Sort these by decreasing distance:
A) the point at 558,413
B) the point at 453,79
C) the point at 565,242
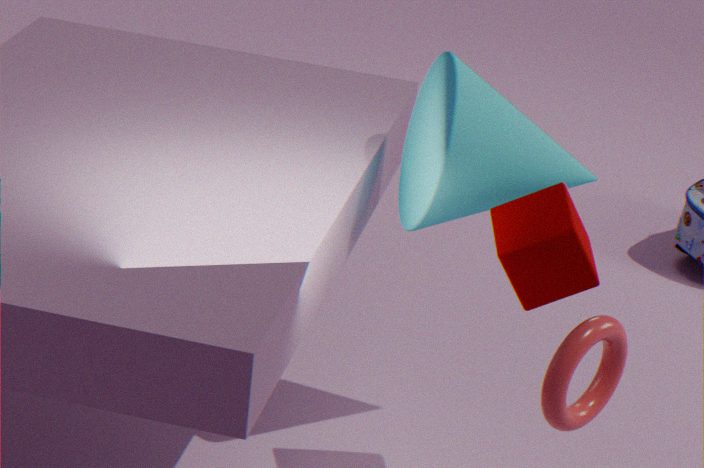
the point at 453,79 < the point at 565,242 < the point at 558,413
